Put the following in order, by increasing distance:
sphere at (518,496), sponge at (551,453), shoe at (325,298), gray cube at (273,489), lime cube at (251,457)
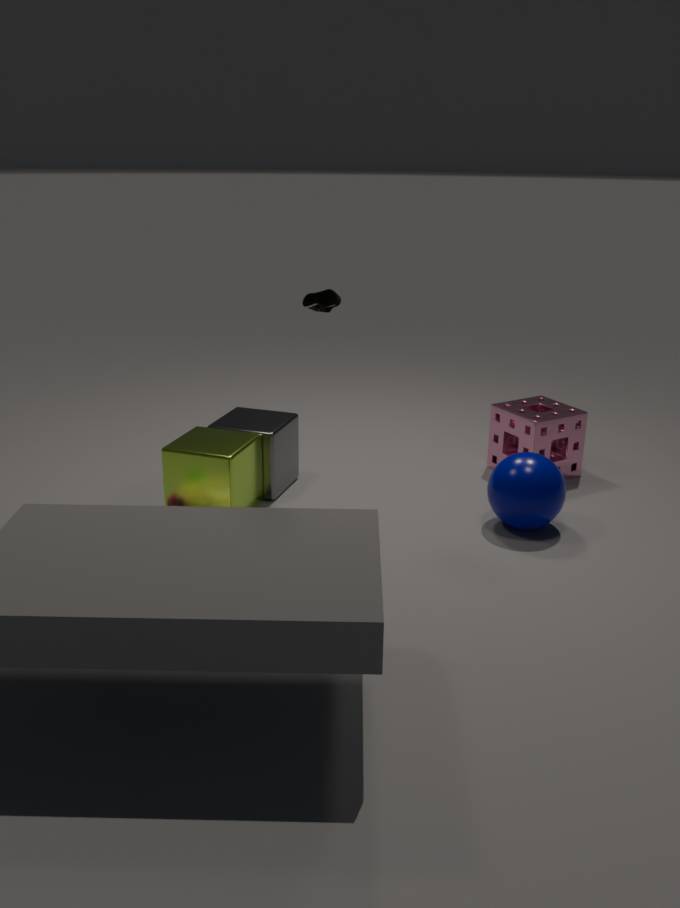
shoe at (325,298) → sphere at (518,496) → lime cube at (251,457) → gray cube at (273,489) → sponge at (551,453)
